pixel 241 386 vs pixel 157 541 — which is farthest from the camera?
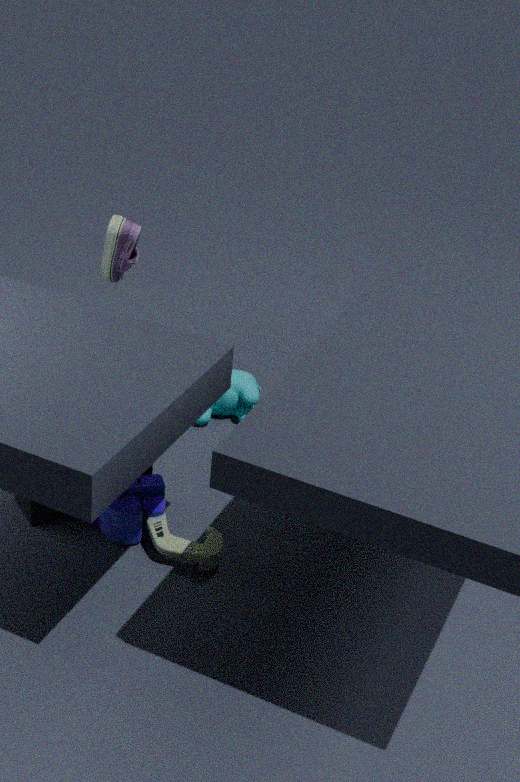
pixel 241 386
